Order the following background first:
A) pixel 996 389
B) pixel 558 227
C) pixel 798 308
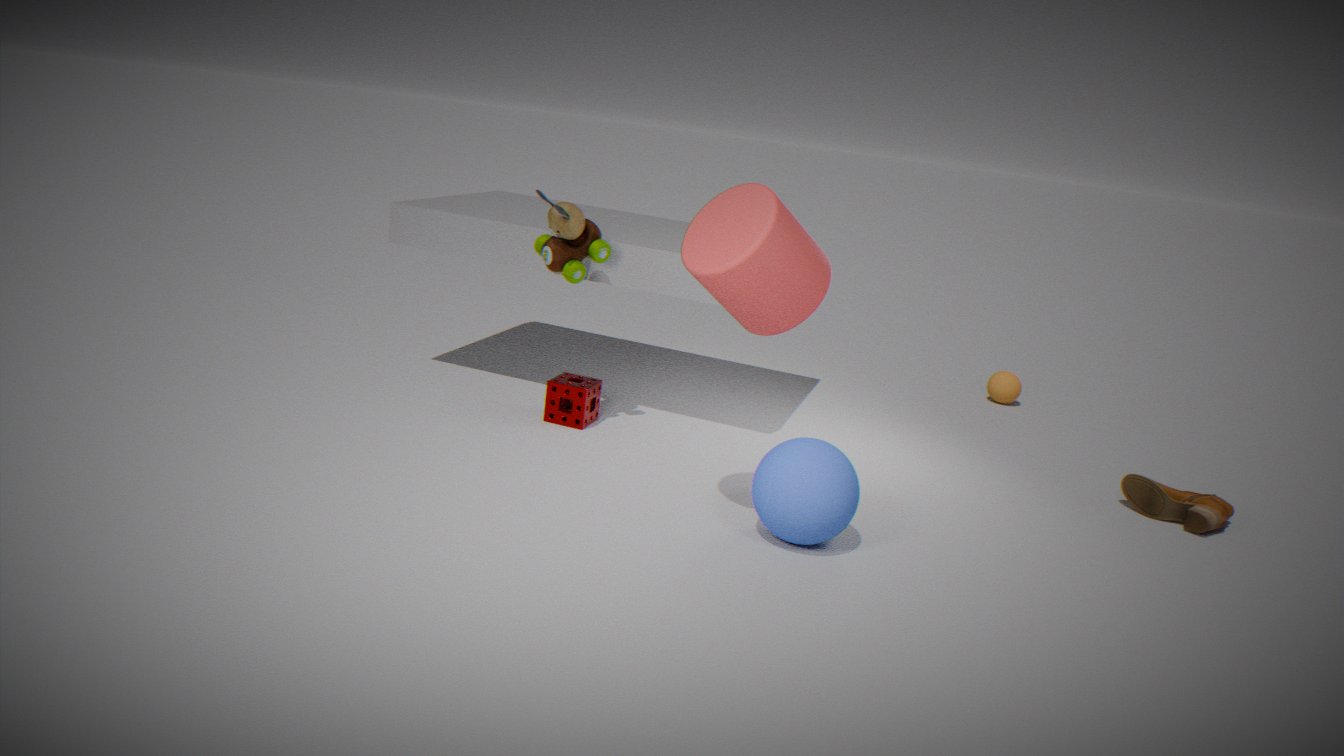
pixel 996 389 < pixel 558 227 < pixel 798 308
